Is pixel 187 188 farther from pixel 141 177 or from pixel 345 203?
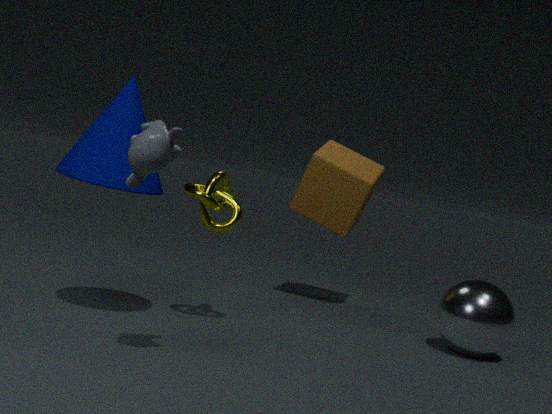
pixel 345 203
